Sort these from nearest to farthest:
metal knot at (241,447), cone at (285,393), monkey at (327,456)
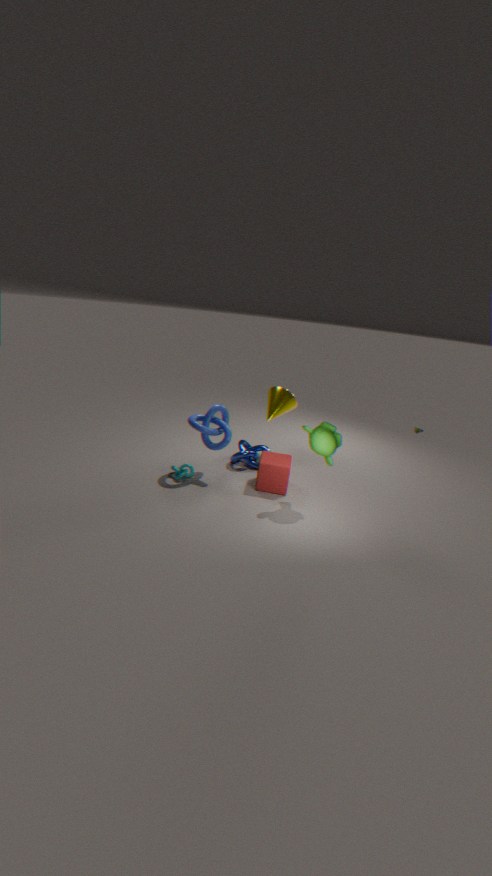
monkey at (327,456) < metal knot at (241,447) < cone at (285,393)
